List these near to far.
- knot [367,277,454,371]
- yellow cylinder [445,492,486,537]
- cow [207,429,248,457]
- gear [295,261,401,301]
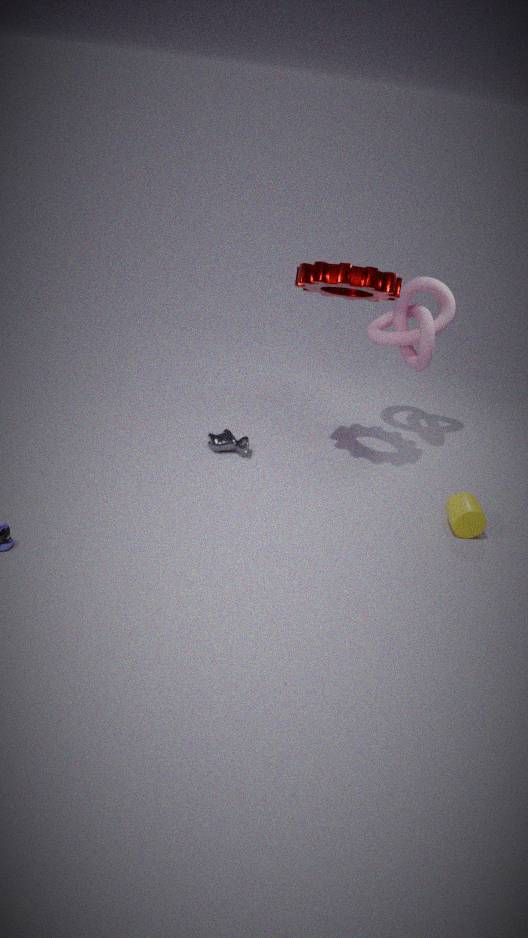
gear [295,261,401,301] → yellow cylinder [445,492,486,537] → knot [367,277,454,371] → cow [207,429,248,457]
